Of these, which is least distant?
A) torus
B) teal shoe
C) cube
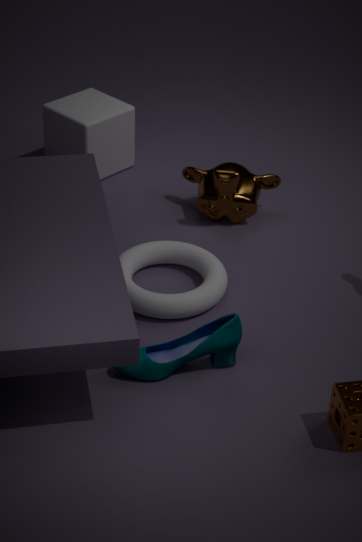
teal shoe
